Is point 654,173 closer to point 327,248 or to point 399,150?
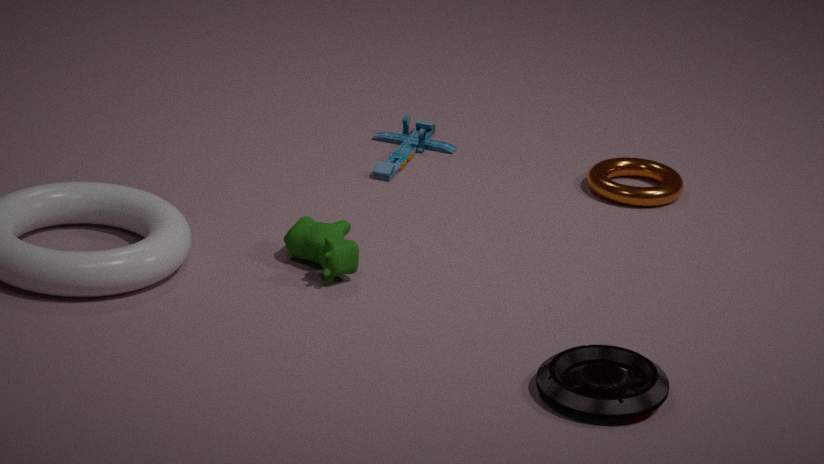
point 399,150
